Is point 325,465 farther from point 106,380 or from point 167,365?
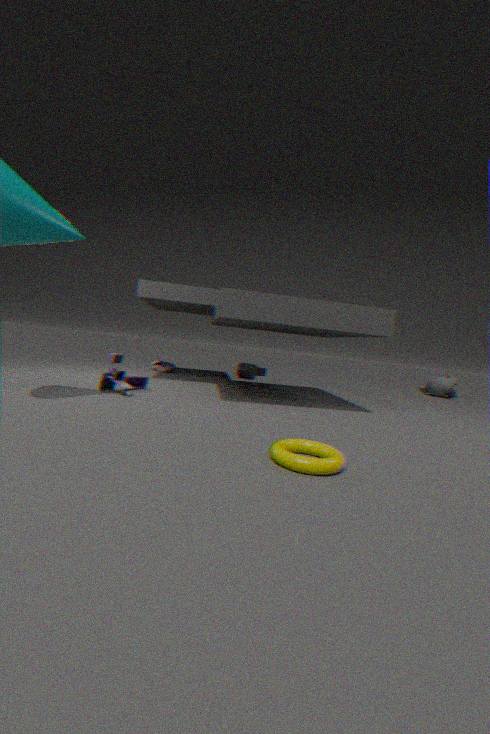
point 167,365
